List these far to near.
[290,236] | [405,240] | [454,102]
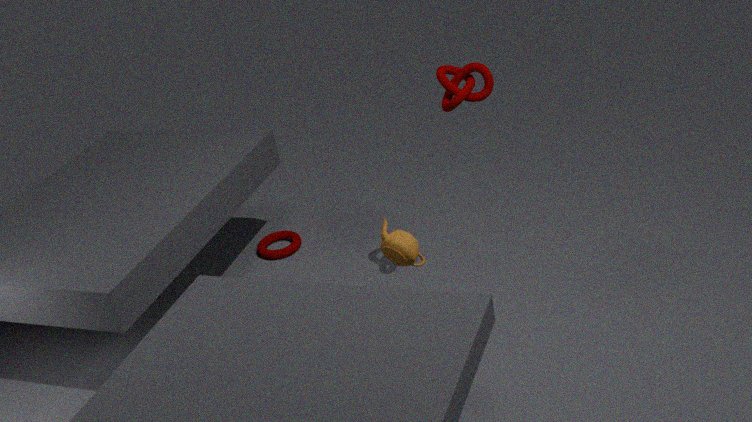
[290,236] < [454,102] < [405,240]
